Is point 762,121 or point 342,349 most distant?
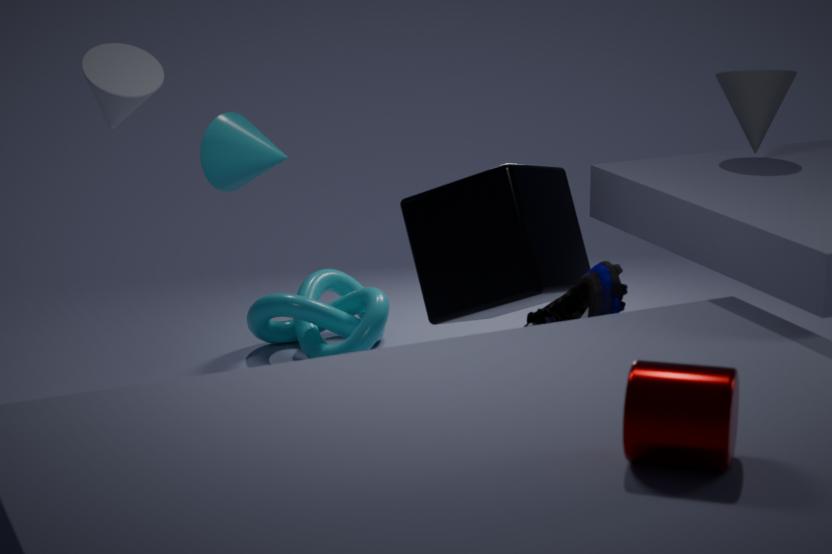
point 342,349
